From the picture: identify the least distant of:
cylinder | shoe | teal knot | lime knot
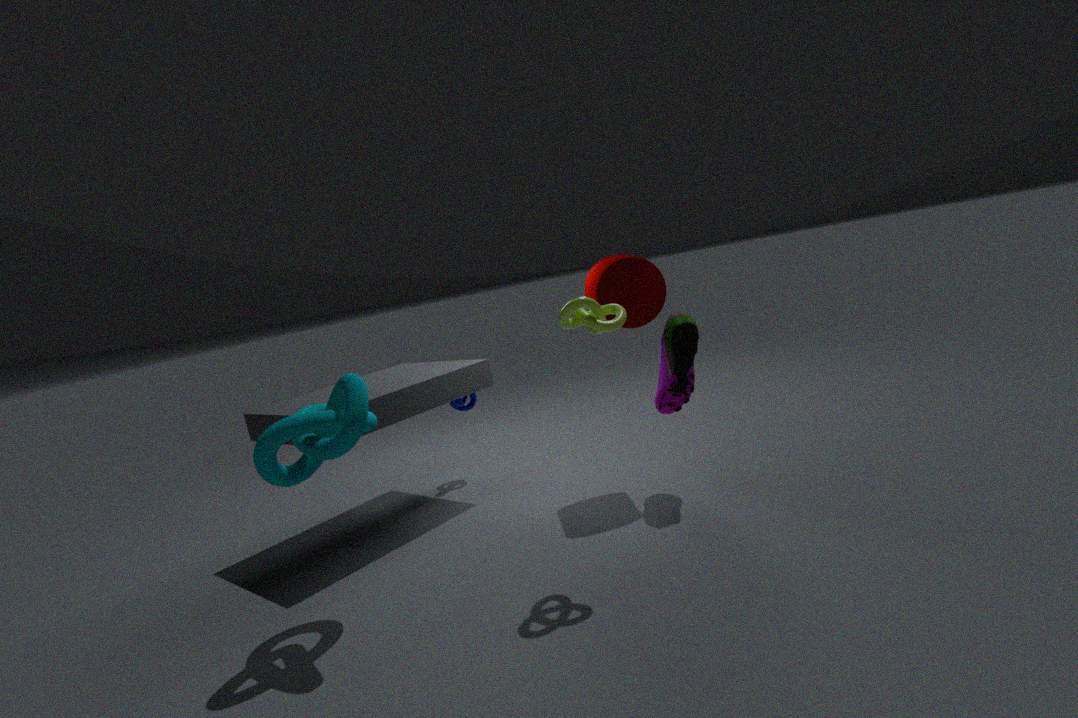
teal knot
